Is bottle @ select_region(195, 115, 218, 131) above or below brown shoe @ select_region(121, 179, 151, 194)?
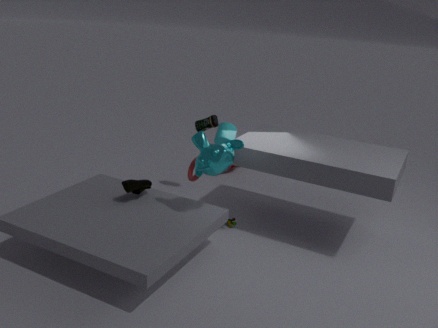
above
